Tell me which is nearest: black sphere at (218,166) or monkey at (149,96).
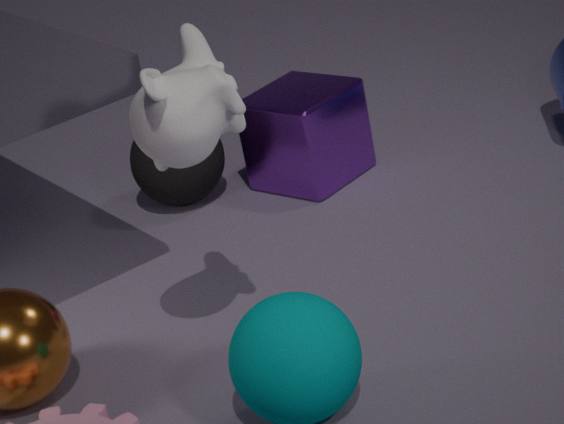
monkey at (149,96)
